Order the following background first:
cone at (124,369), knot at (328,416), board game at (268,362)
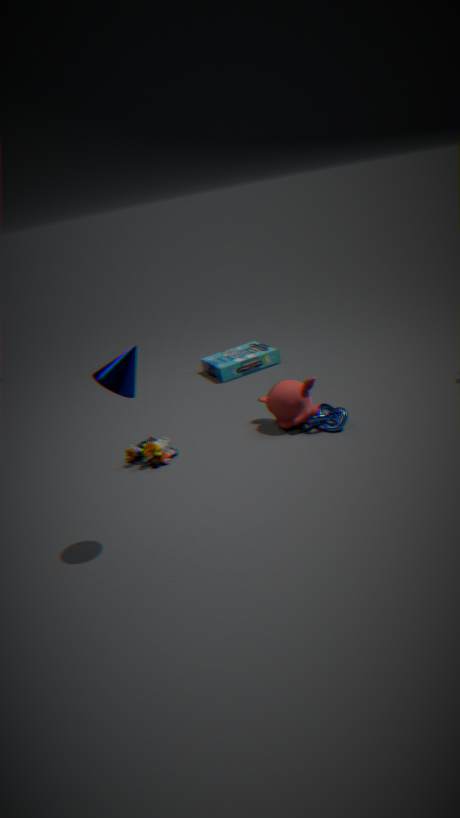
board game at (268,362) < knot at (328,416) < cone at (124,369)
